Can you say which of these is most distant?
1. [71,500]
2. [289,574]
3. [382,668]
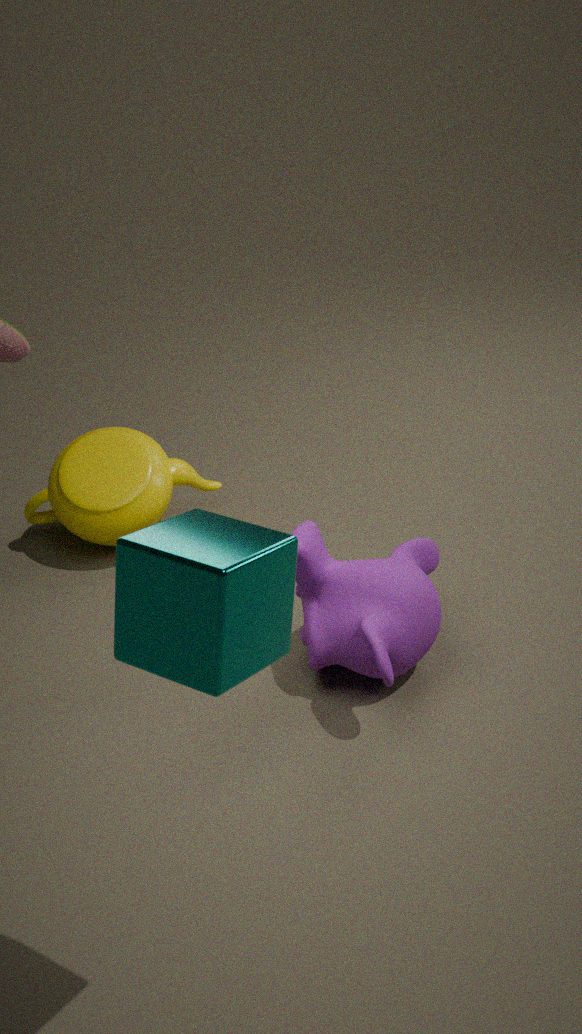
[71,500]
